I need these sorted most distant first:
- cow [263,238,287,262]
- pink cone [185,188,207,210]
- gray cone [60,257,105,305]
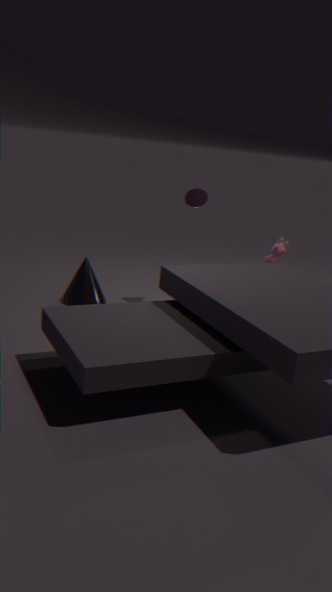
gray cone [60,257,105,305] < pink cone [185,188,207,210] < cow [263,238,287,262]
